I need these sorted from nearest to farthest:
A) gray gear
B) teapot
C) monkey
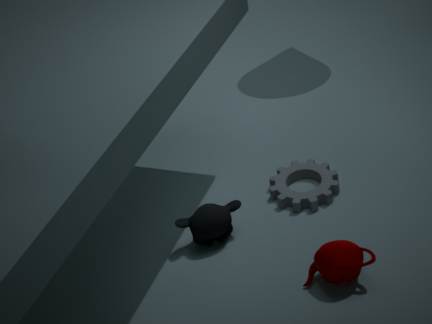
teapot → monkey → gray gear
